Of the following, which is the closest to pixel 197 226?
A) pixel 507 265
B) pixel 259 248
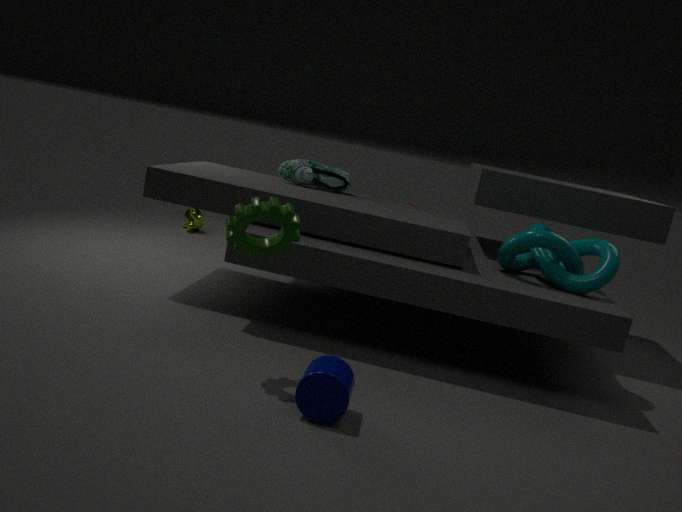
pixel 259 248
